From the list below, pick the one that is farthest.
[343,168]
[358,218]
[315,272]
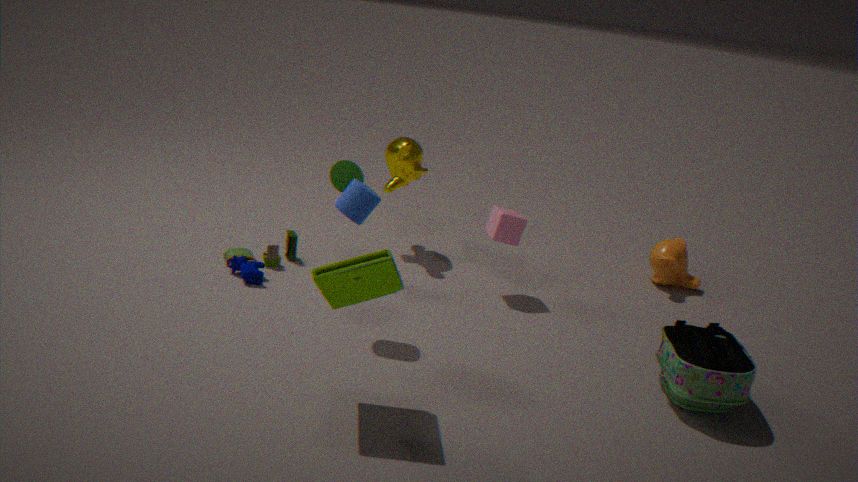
[343,168]
